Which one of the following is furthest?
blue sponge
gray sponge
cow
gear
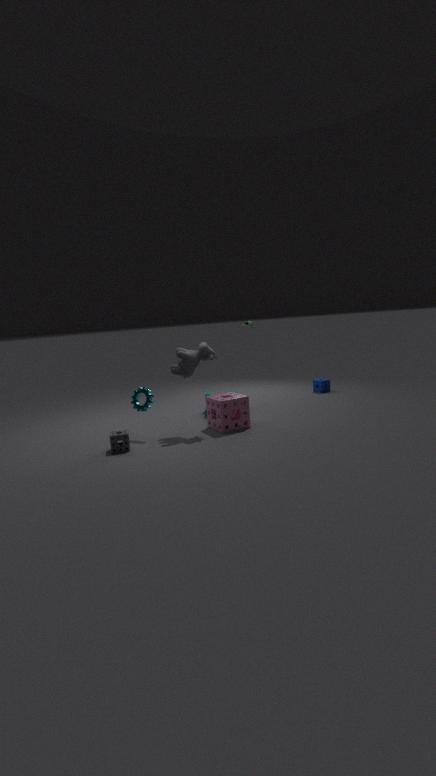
blue sponge
